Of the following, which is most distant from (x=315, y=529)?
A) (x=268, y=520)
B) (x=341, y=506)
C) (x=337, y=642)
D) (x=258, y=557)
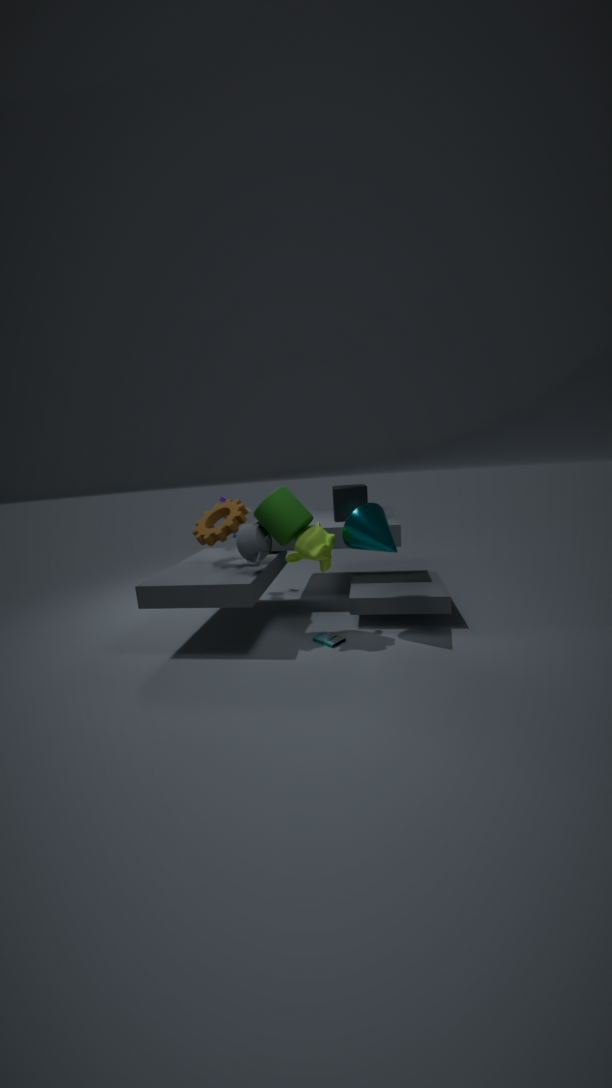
(x=341, y=506)
